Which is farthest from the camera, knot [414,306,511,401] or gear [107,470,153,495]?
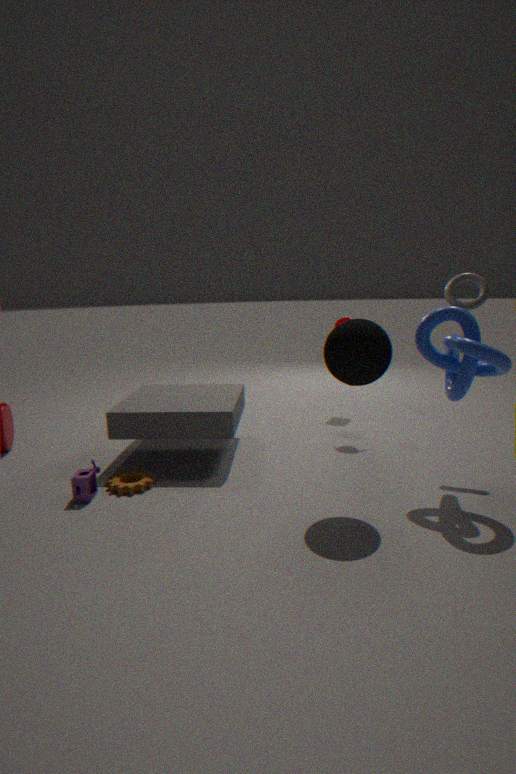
gear [107,470,153,495]
